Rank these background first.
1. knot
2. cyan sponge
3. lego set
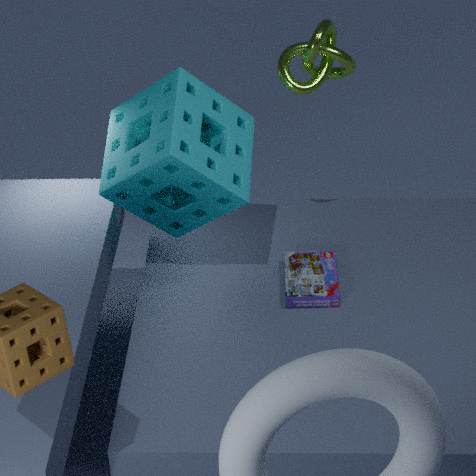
lego set
knot
cyan sponge
